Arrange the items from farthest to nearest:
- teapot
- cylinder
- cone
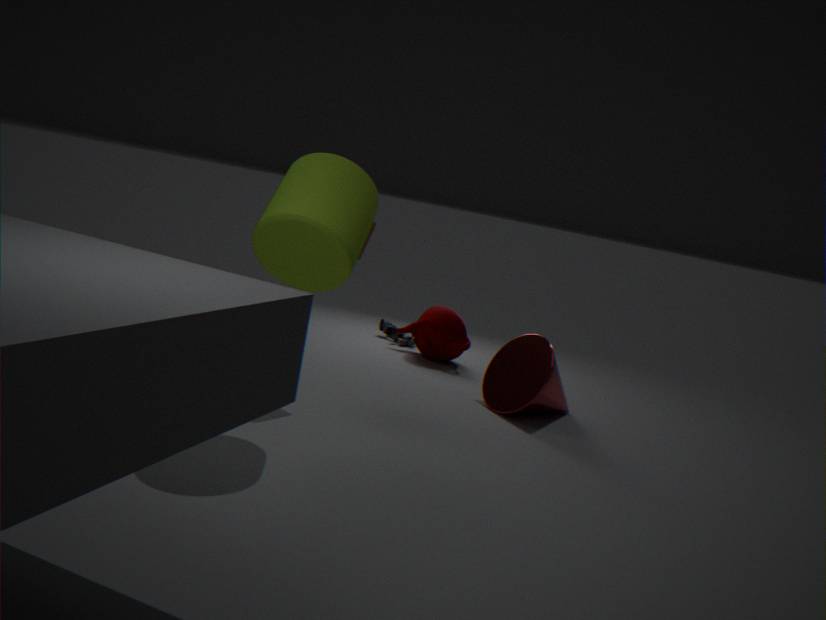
1. teapot
2. cone
3. cylinder
